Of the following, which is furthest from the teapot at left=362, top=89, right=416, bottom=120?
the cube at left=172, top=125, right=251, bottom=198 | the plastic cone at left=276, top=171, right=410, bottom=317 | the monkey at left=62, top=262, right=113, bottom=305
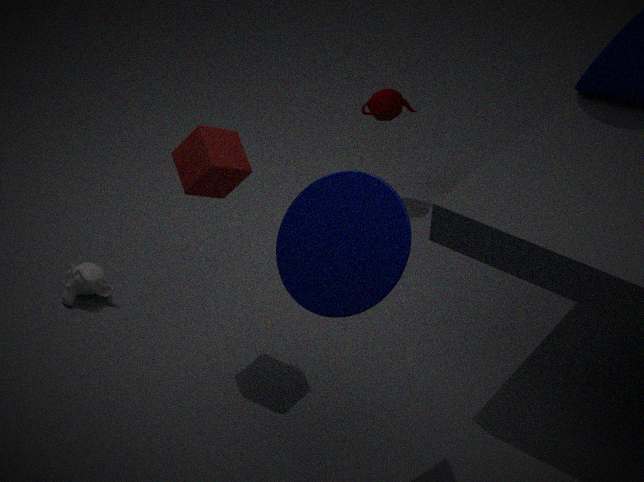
the plastic cone at left=276, top=171, right=410, bottom=317
